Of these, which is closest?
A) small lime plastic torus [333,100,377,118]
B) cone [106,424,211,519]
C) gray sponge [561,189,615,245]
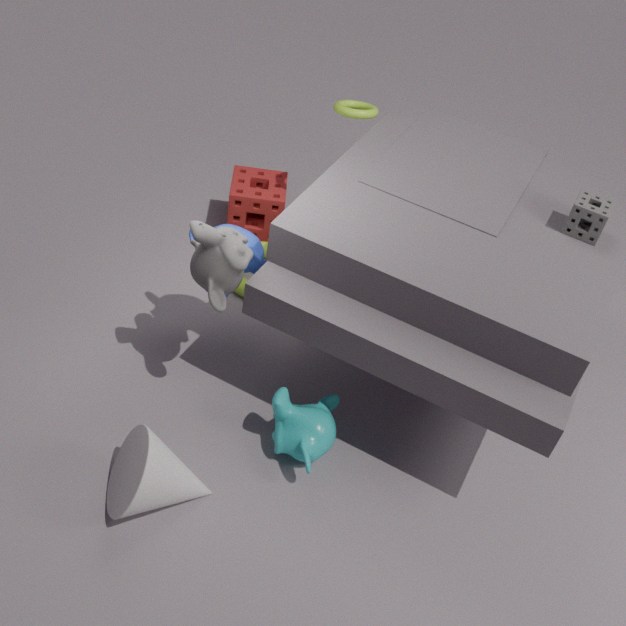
cone [106,424,211,519]
